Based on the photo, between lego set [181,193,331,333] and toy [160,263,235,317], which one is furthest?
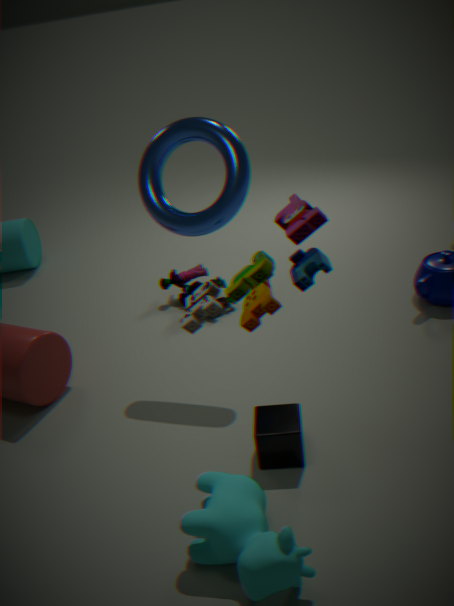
toy [160,263,235,317]
